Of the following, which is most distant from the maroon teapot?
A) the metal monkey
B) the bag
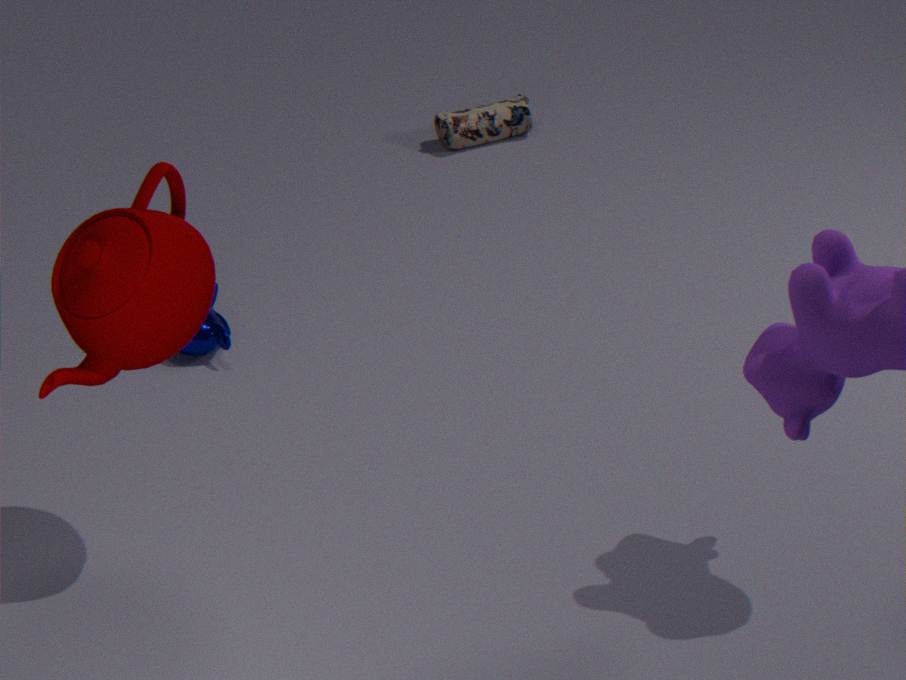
the bag
